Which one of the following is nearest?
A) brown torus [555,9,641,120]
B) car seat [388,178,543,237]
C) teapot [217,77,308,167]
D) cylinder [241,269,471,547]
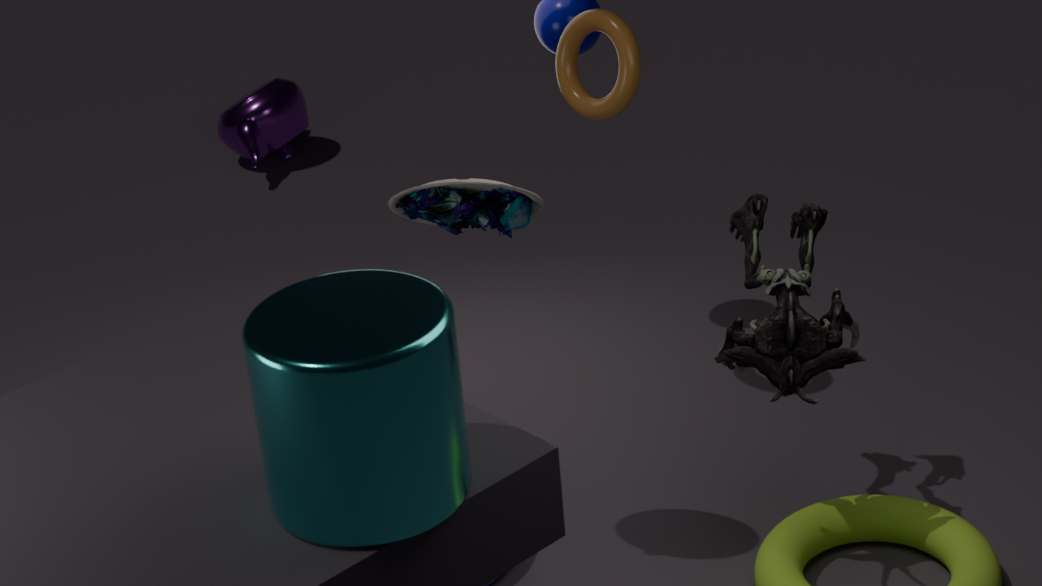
cylinder [241,269,471,547]
